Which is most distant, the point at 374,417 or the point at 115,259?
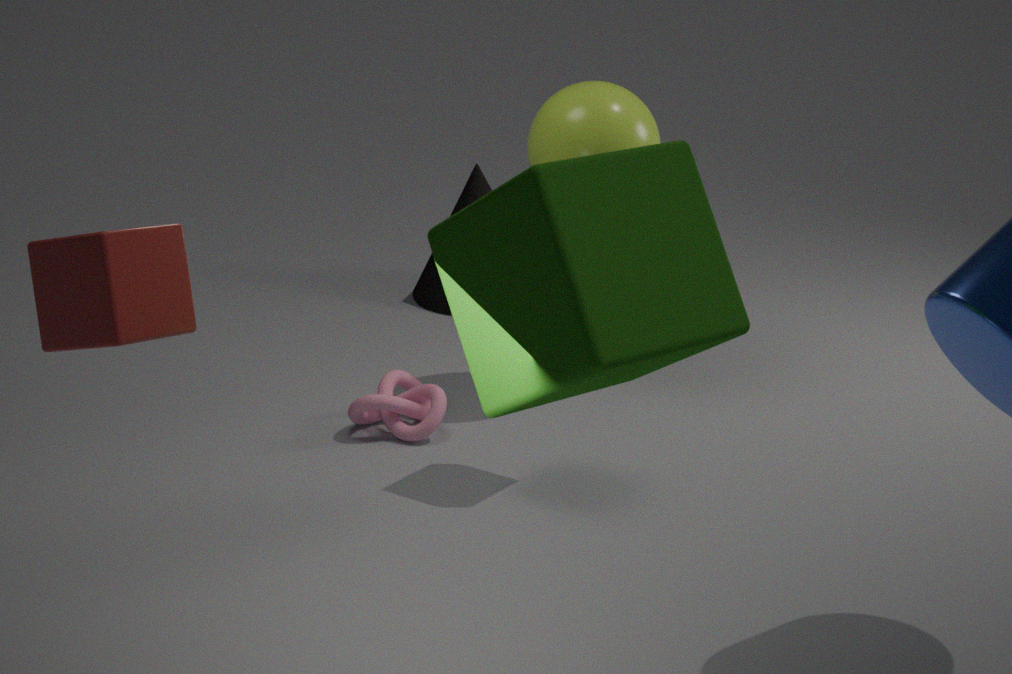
the point at 374,417
